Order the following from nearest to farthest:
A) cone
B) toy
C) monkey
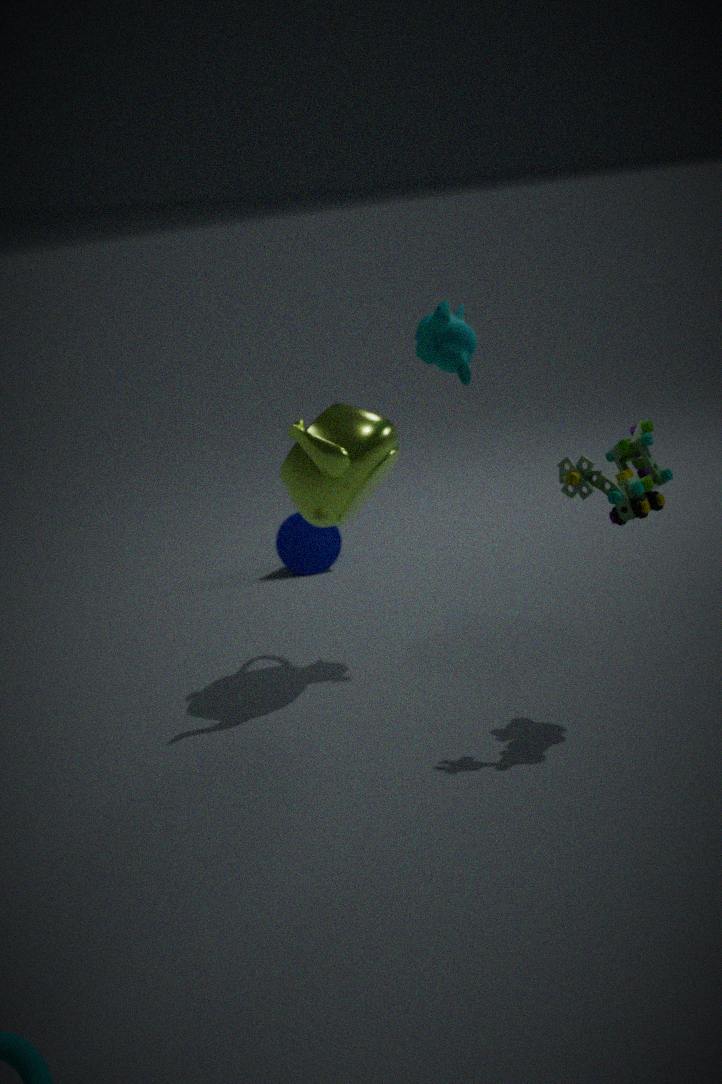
toy, monkey, cone
